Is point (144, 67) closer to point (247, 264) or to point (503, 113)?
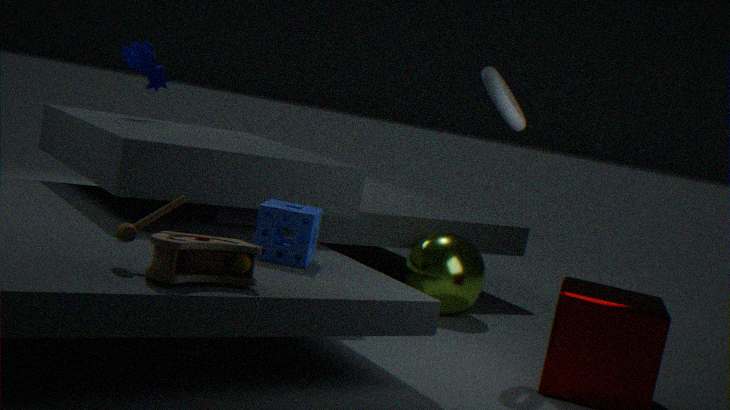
point (503, 113)
